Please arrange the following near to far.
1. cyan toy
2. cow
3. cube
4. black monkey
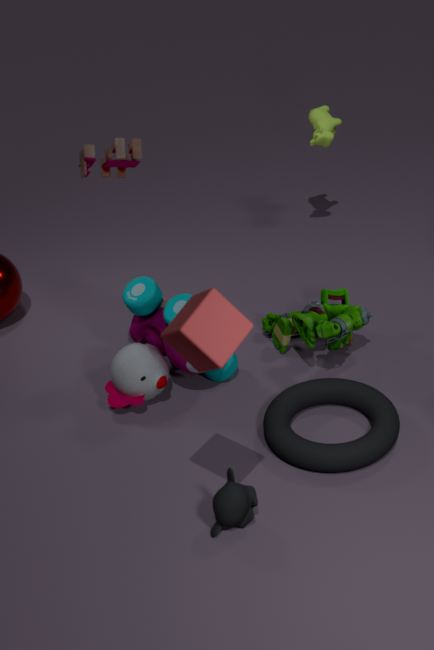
cube < black monkey < cyan toy < cow
